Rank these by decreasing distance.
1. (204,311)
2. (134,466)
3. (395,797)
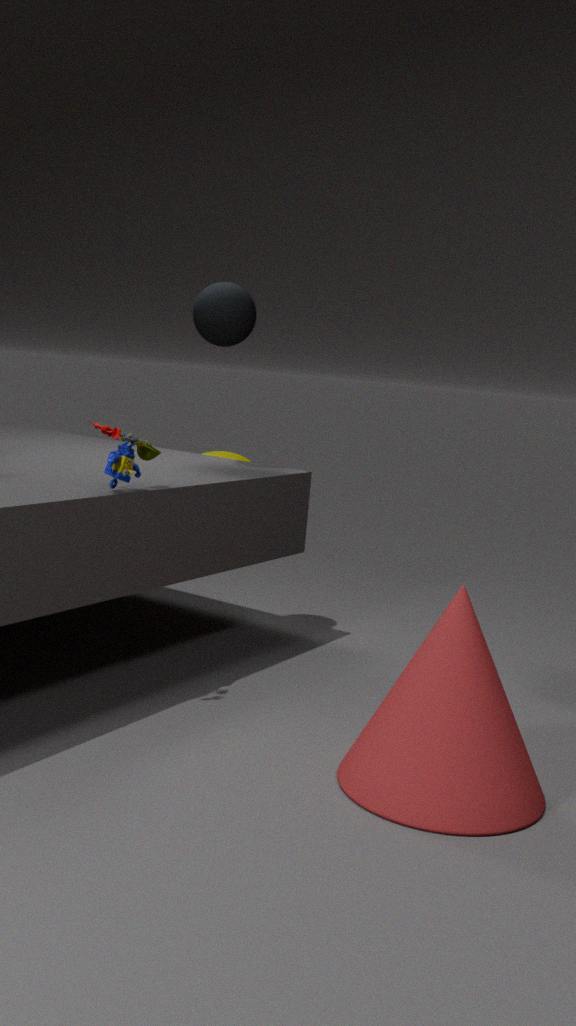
1. (204,311)
2. (134,466)
3. (395,797)
